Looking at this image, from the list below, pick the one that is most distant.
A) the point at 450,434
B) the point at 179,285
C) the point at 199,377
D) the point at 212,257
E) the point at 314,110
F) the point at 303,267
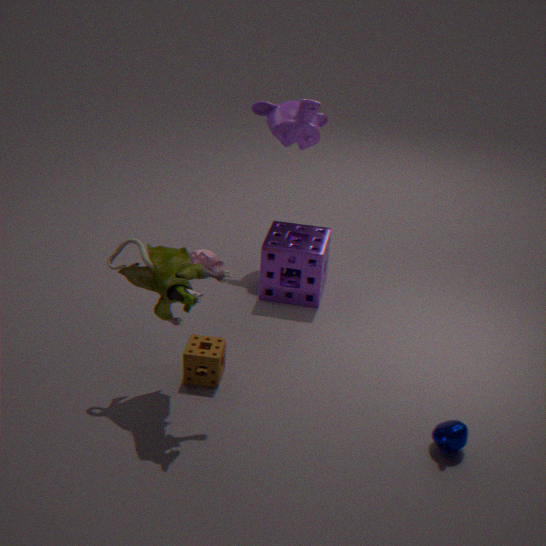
the point at 212,257
